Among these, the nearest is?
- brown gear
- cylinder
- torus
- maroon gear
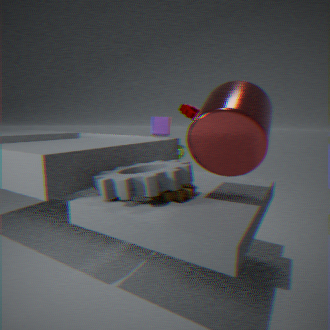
cylinder
